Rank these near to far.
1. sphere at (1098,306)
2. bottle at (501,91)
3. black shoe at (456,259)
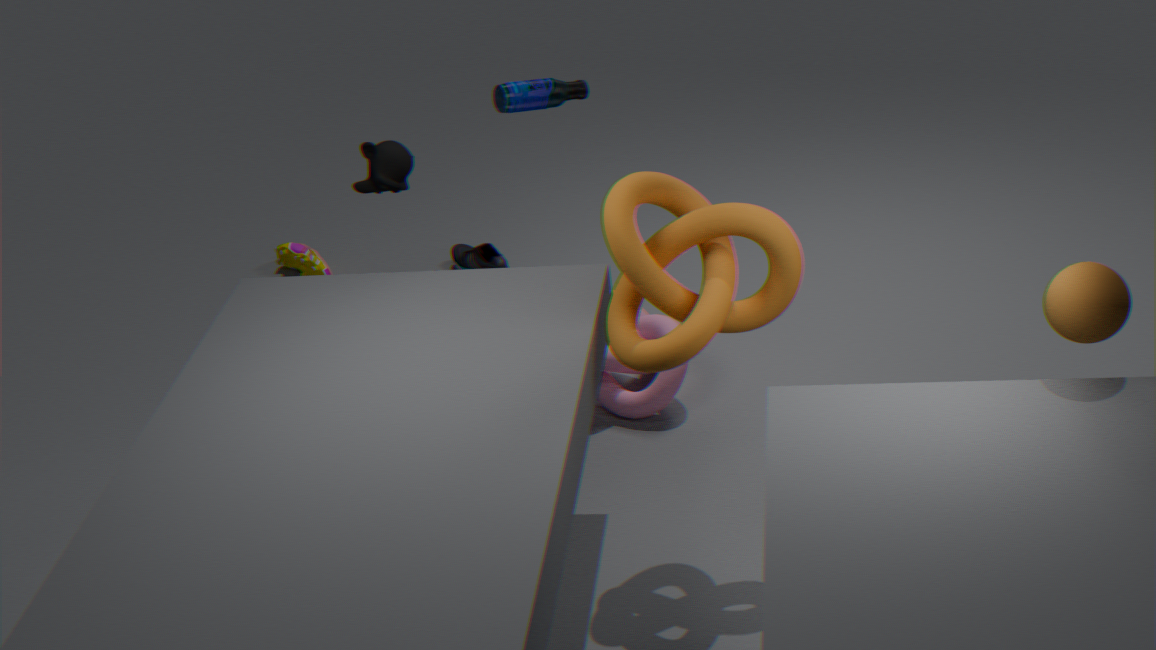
sphere at (1098,306) < bottle at (501,91) < black shoe at (456,259)
